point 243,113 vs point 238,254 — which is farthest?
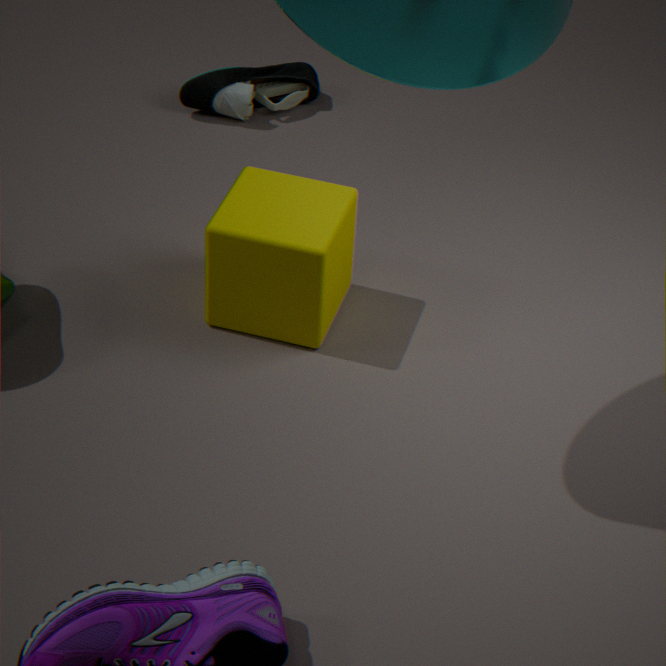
point 243,113
